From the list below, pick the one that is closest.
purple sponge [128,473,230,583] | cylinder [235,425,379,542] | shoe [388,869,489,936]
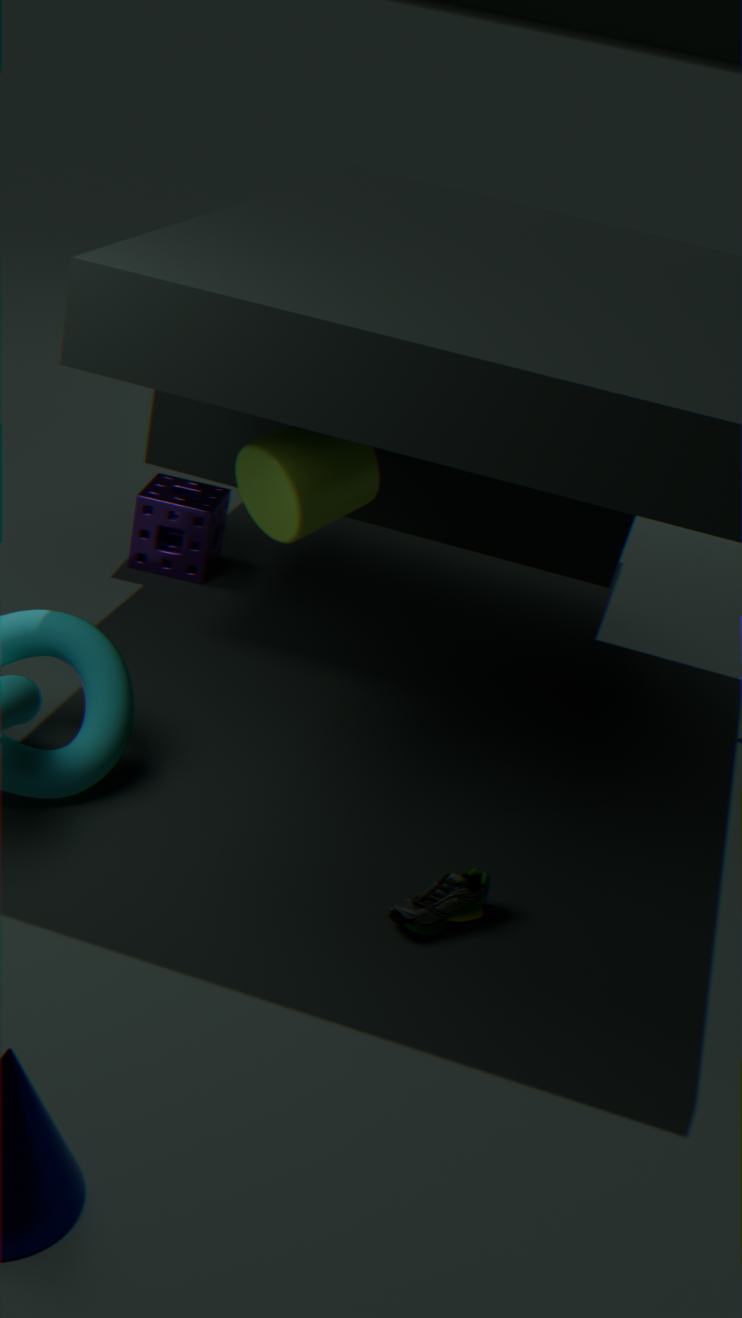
shoe [388,869,489,936]
